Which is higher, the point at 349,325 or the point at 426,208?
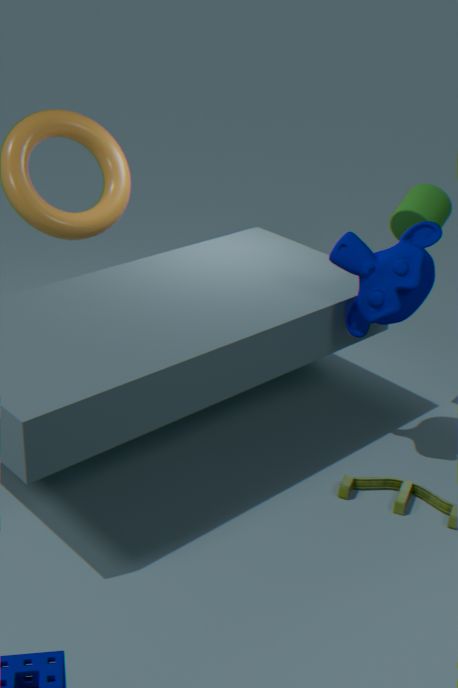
the point at 426,208
